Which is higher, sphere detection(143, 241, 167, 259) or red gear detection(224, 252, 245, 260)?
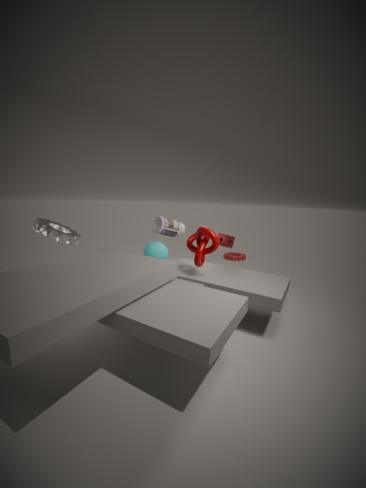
sphere detection(143, 241, 167, 259)
